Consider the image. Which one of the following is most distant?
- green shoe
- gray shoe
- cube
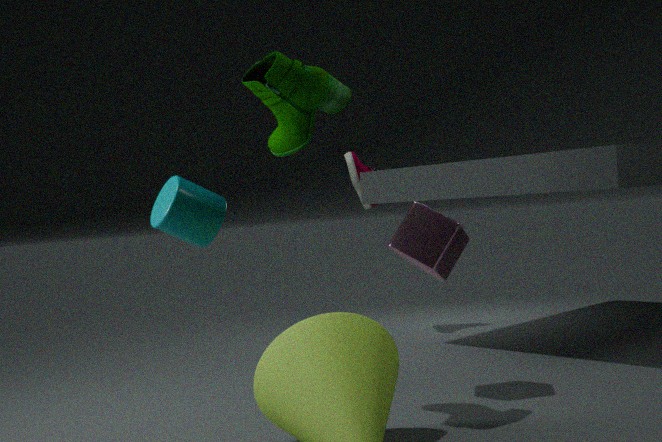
gray shoe
